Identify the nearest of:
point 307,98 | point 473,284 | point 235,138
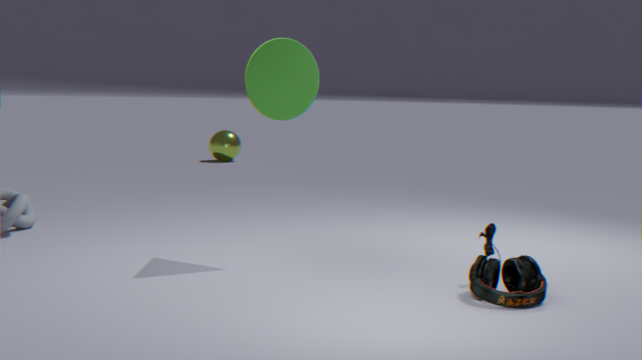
point 473,284
